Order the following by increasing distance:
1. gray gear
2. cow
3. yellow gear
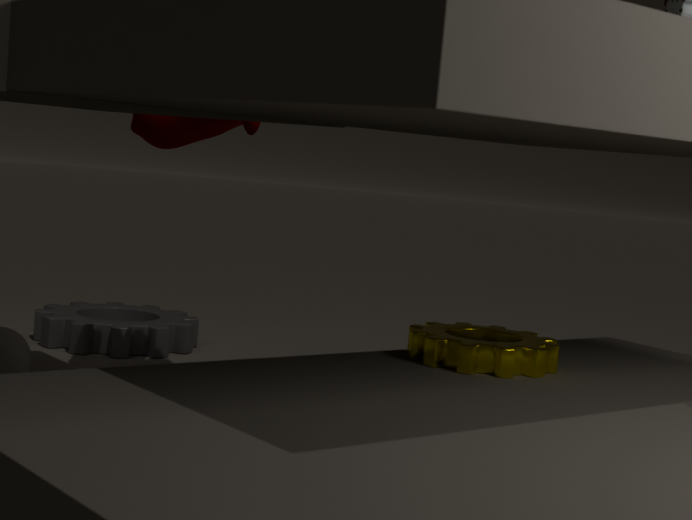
yellow gear < cow < gray gear
